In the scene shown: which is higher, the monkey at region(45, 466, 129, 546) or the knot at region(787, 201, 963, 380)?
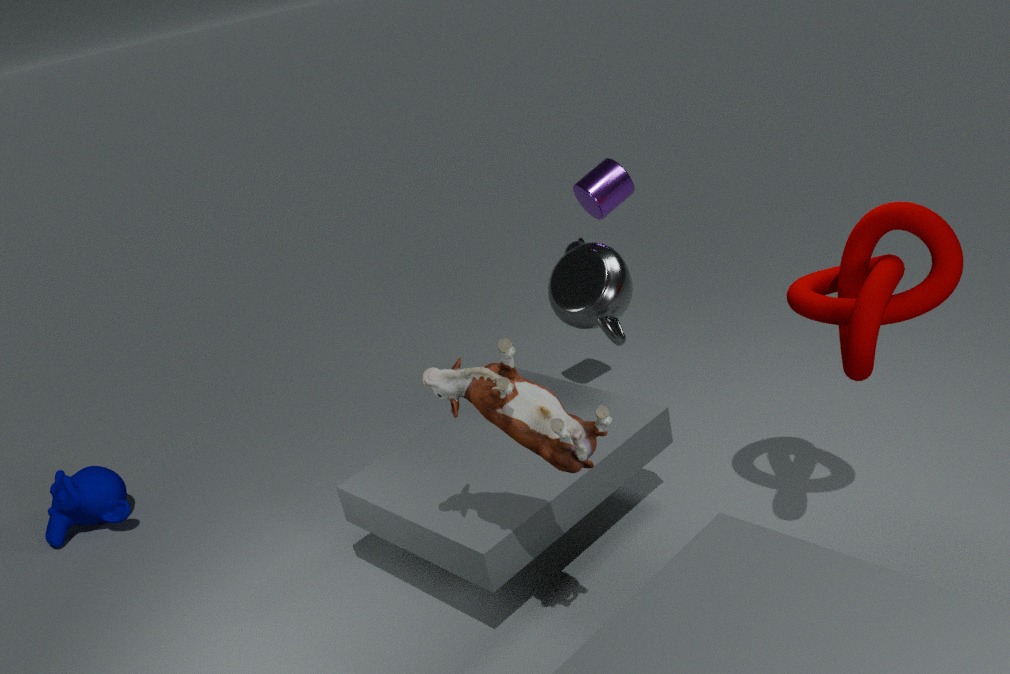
the knot at region(787, 201, 963, 380)
